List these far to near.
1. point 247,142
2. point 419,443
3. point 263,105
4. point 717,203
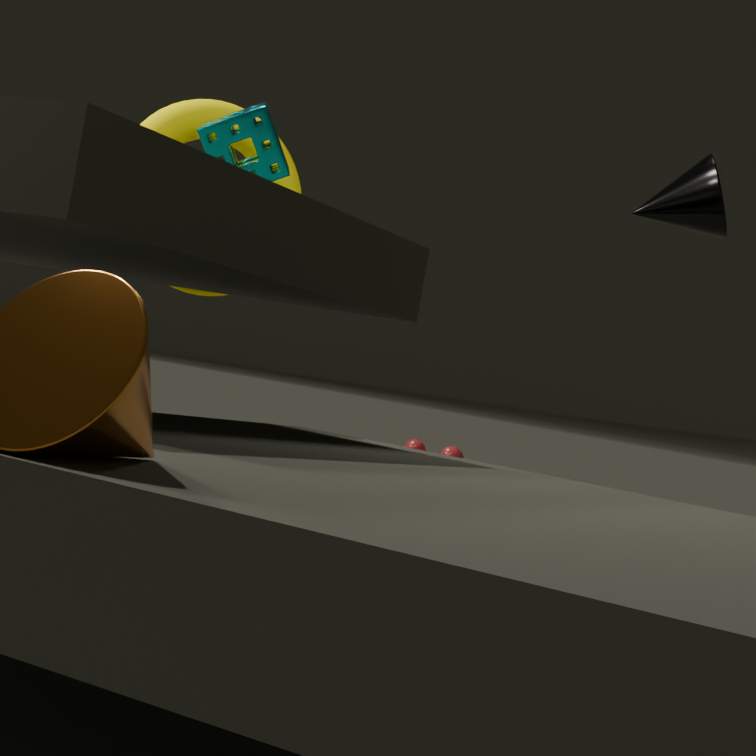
point 419,443 → point 247,142 → point 263,105 → point 717,203
